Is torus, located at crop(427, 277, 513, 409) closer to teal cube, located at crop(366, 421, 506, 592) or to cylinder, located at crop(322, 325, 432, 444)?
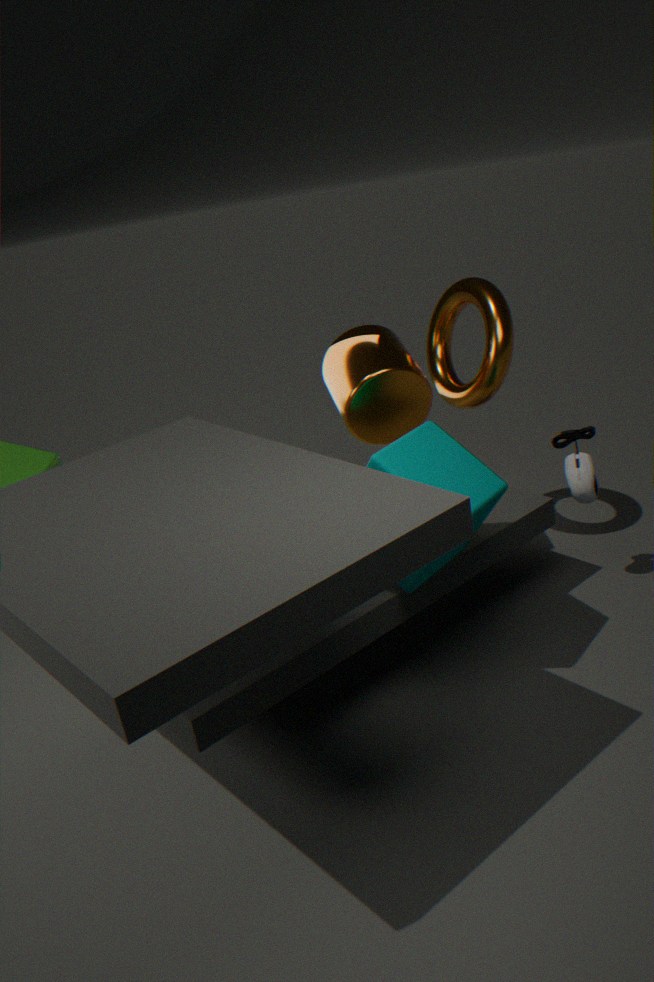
cylinder, located at crop(322, 325, 432, 444)
